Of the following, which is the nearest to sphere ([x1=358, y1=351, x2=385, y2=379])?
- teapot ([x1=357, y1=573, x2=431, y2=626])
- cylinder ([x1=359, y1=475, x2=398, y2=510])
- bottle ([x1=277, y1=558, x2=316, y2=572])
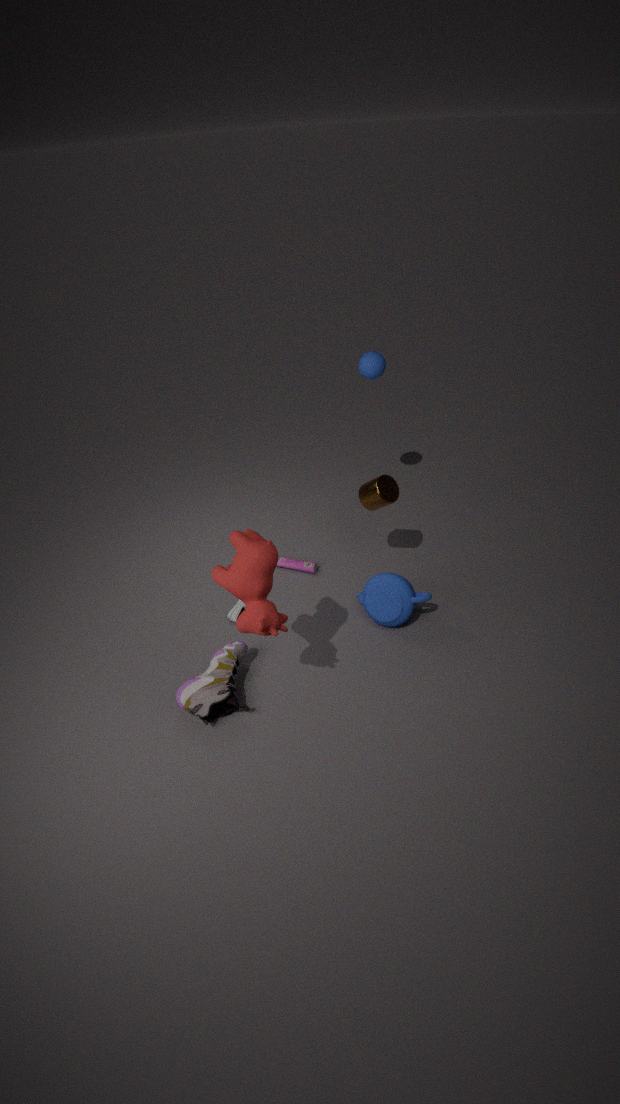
cylinder ([x1=359, y1=475, x2=398, y2=510])
